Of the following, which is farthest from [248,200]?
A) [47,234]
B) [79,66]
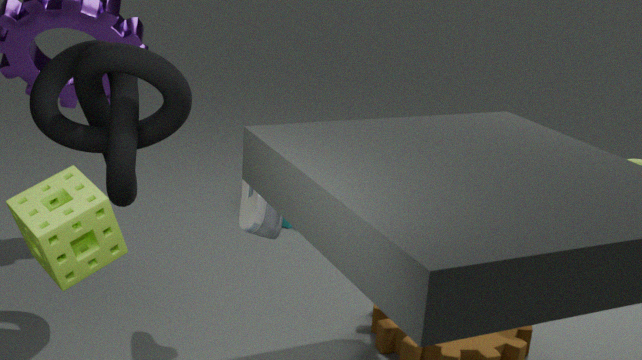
[47,234]
